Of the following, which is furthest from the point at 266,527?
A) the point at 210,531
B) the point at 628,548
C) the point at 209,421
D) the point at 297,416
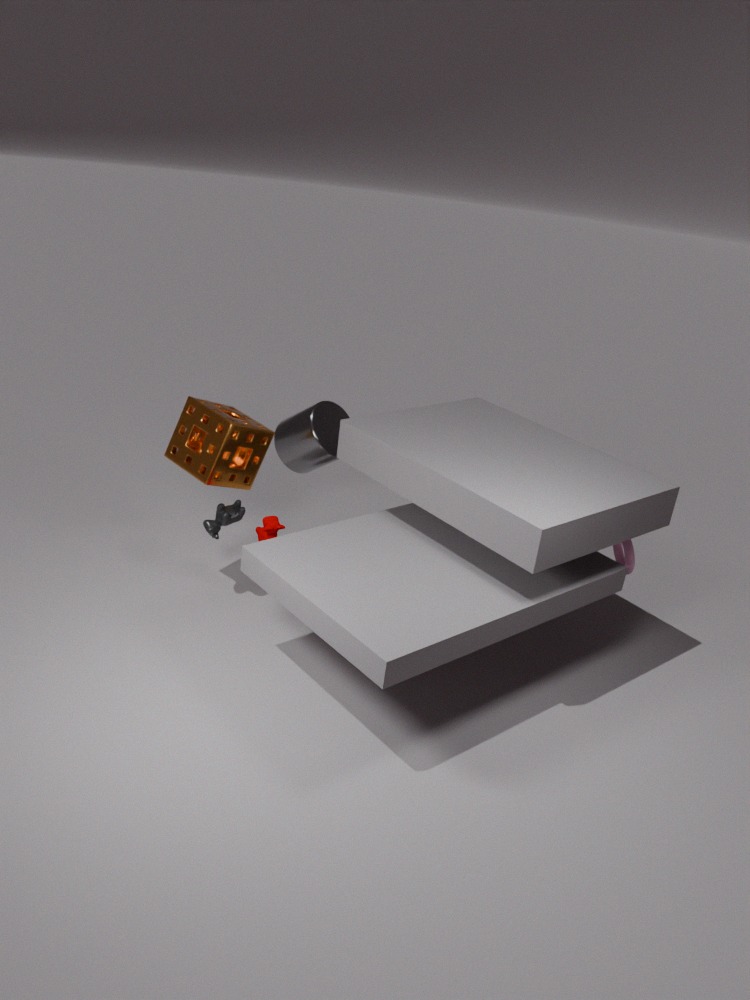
the point at 628,548
